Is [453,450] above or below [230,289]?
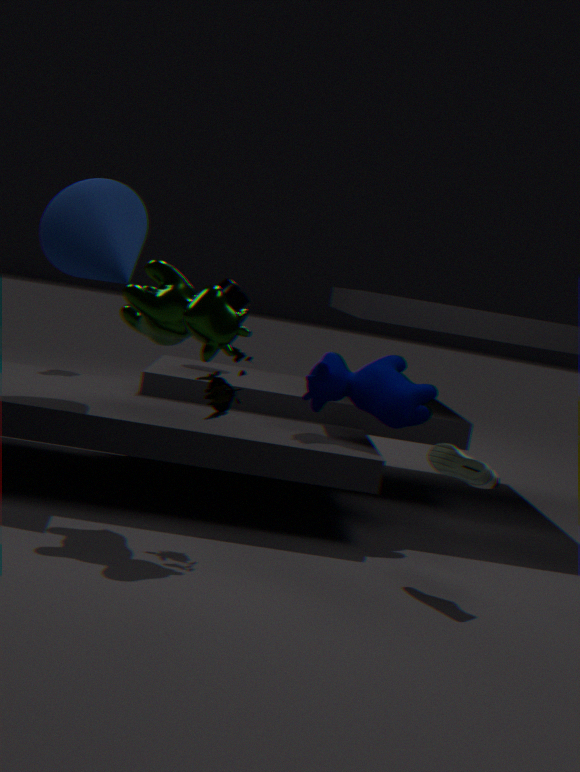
below
